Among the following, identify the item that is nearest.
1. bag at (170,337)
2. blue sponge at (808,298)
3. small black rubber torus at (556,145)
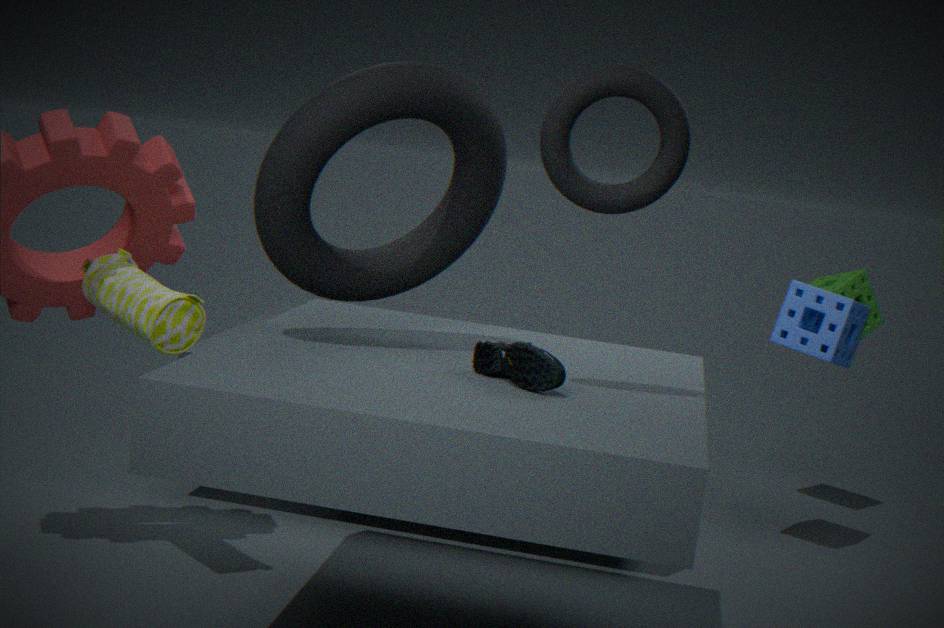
small black rubber torus at (556,145)
